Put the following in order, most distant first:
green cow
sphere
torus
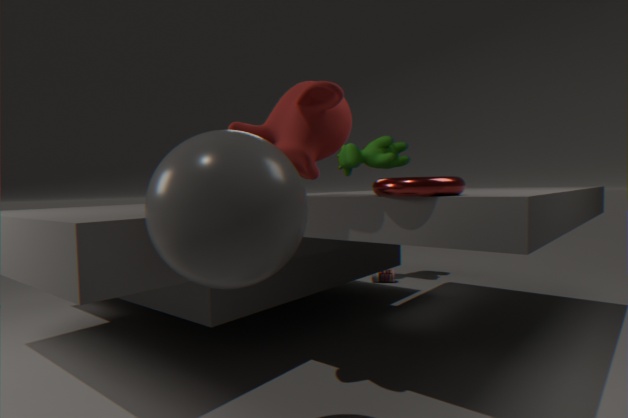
green cow
torus
sphere
